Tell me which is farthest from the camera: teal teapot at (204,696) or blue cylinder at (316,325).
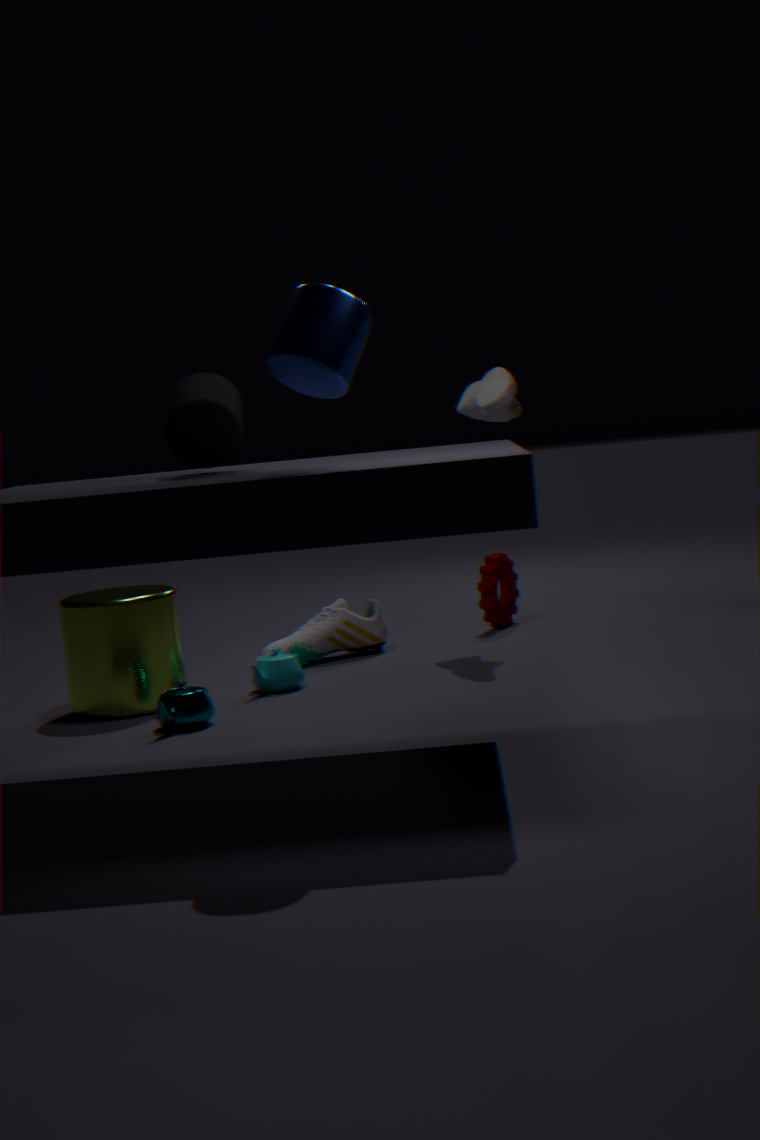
teal teapot at (204,696)
